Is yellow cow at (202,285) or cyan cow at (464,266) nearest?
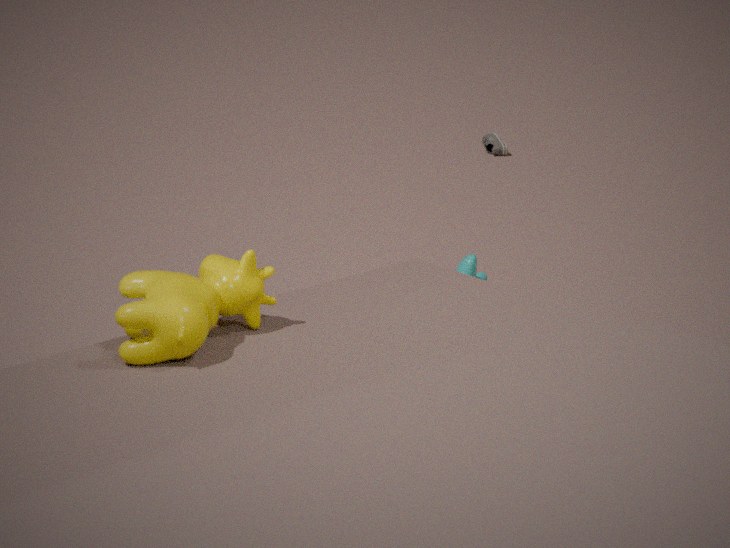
yellow cow at (202,285)
